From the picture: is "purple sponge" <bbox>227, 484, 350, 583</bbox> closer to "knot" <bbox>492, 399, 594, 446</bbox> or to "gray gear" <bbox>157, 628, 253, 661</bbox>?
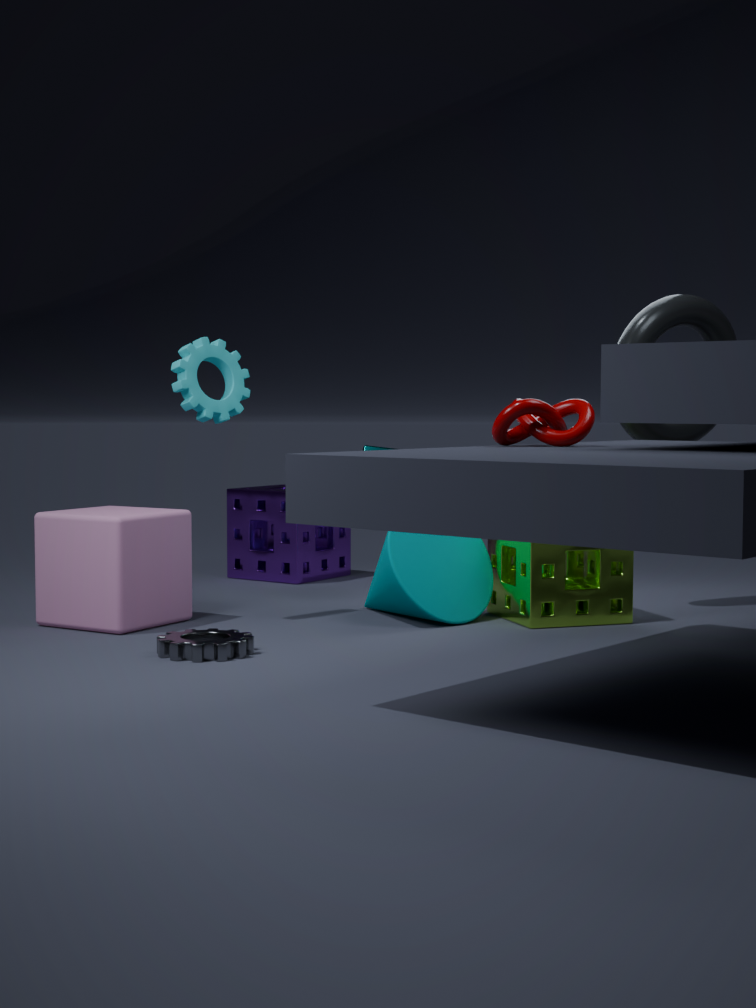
"gray gear" <bbox>157, 628, 253, 661</bbox>
